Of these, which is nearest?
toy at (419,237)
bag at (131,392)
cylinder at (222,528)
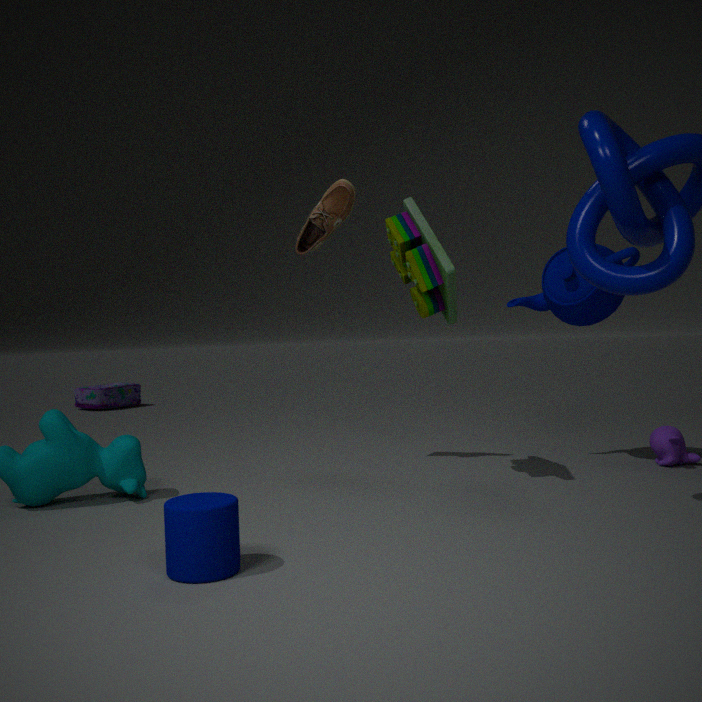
cylinder at (222,528)
